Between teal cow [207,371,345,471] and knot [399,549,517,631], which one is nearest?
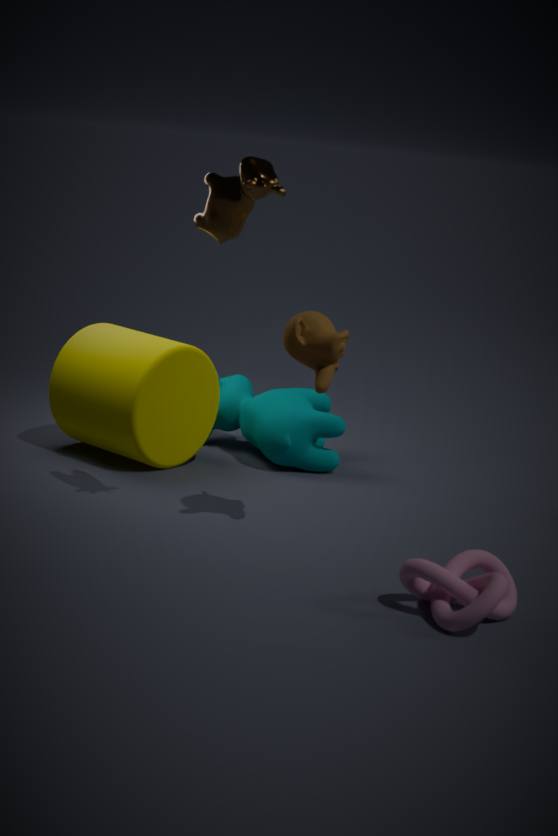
knot [399,549,517,631]
